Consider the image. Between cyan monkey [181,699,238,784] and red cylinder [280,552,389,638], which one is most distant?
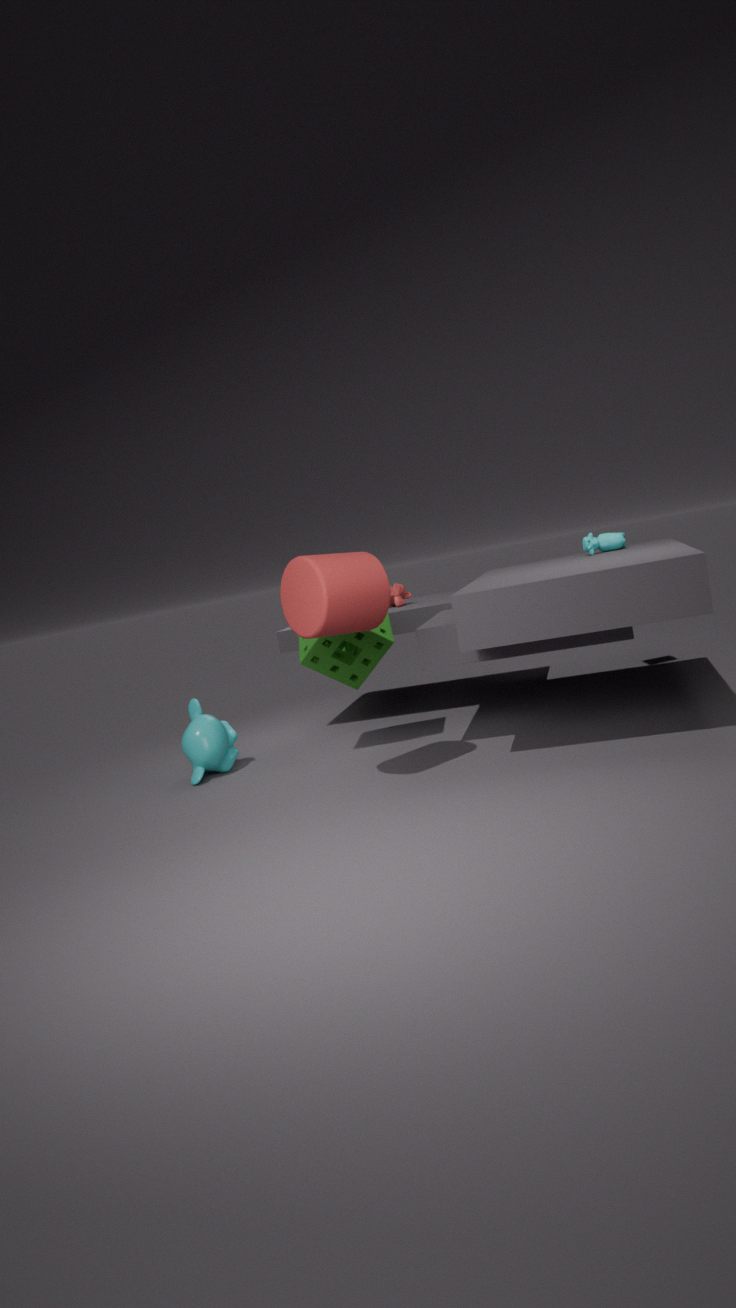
cyan monkey [181,699,238,784]
